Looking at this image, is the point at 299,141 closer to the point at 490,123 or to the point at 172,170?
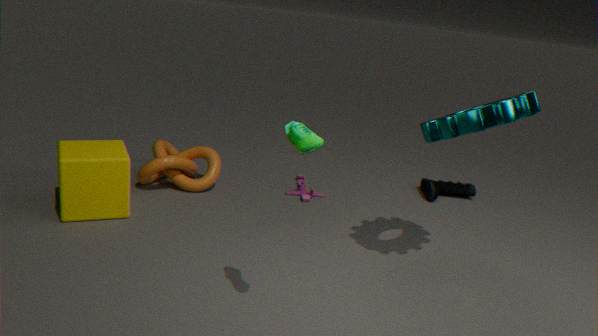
the point at 490,123
